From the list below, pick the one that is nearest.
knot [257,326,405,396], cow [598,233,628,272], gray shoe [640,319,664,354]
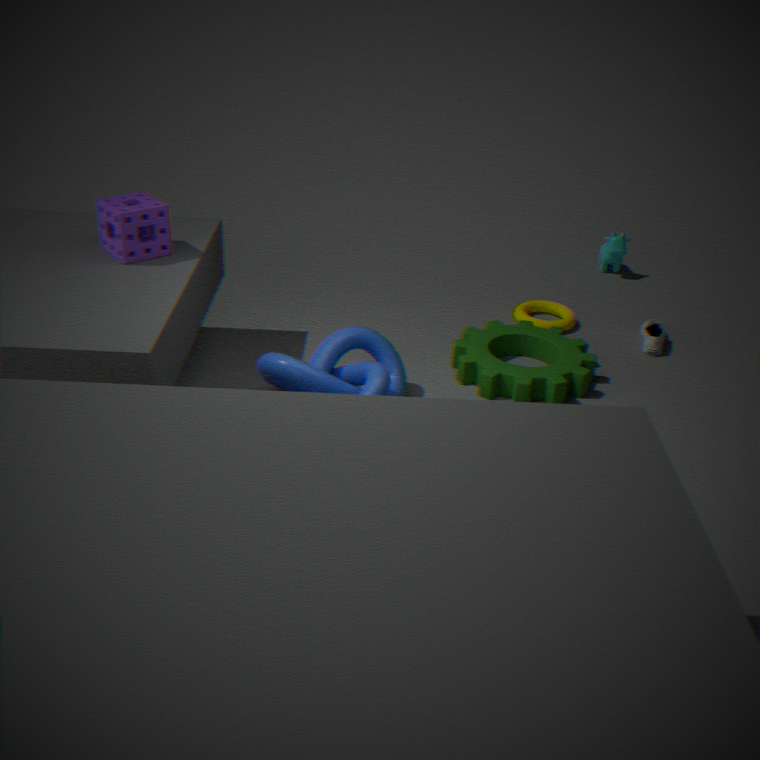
knot [257,326,405,396]
